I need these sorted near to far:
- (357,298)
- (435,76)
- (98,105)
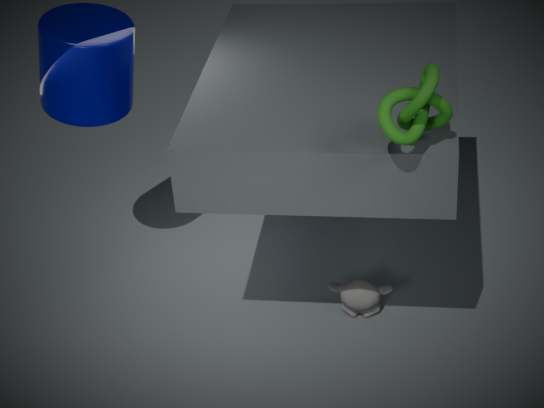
(435,76) → (98,105) → (357,298)
